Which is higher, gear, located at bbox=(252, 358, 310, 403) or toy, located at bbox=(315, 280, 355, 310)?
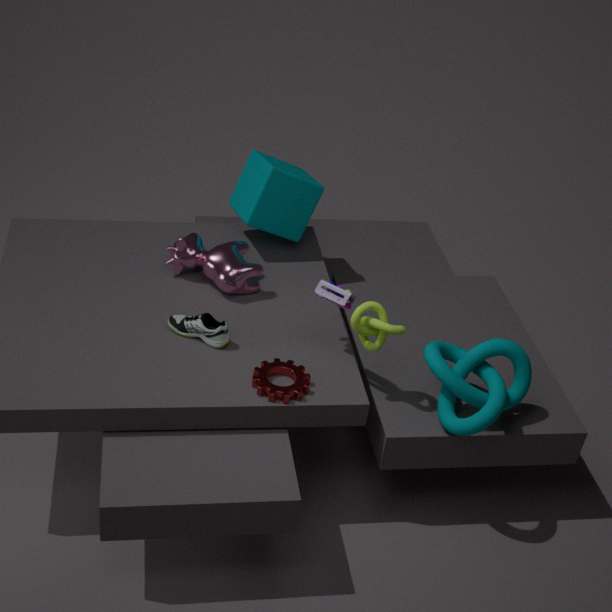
toy, located at bbox=(315, 280, 355, 310)
